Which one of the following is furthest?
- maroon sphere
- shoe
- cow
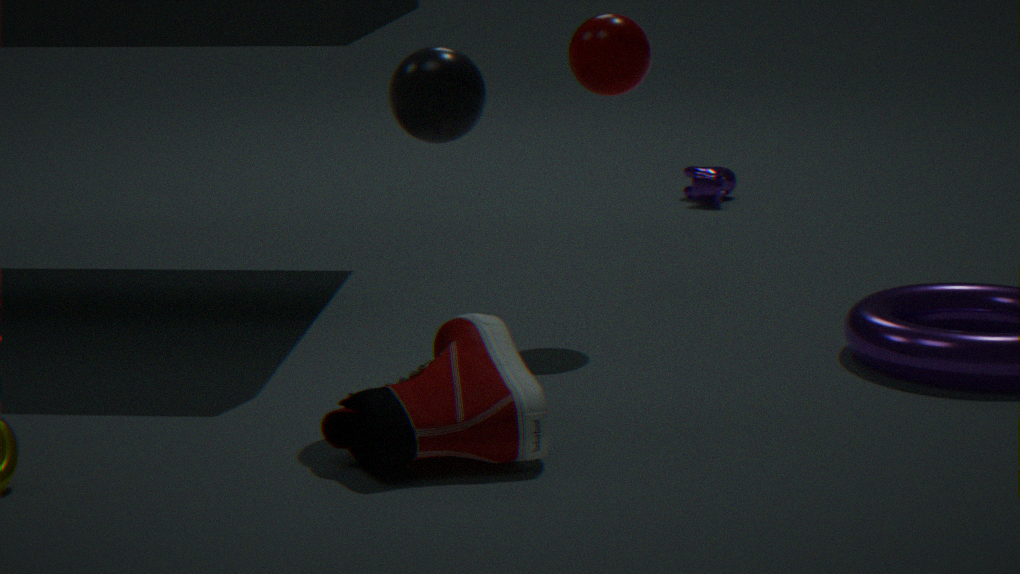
cow
